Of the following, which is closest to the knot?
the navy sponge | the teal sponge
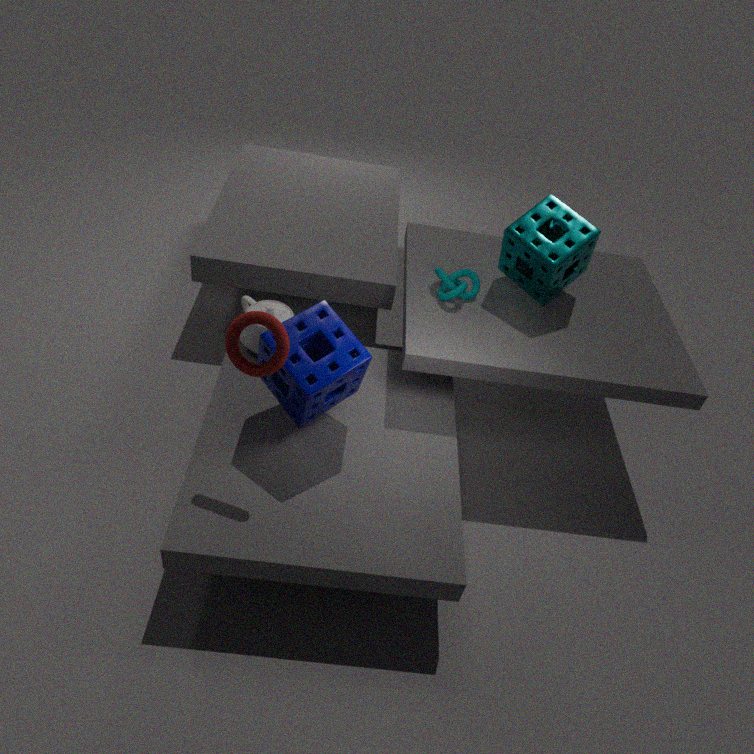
the teal sponge
